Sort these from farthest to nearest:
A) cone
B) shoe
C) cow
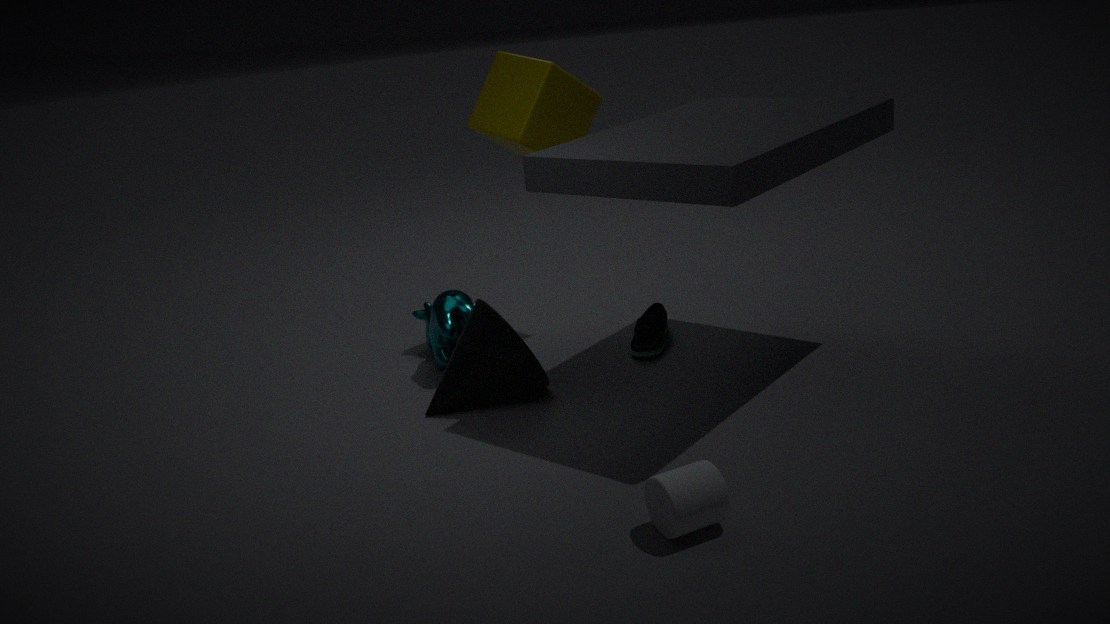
shoe < cow < cone
